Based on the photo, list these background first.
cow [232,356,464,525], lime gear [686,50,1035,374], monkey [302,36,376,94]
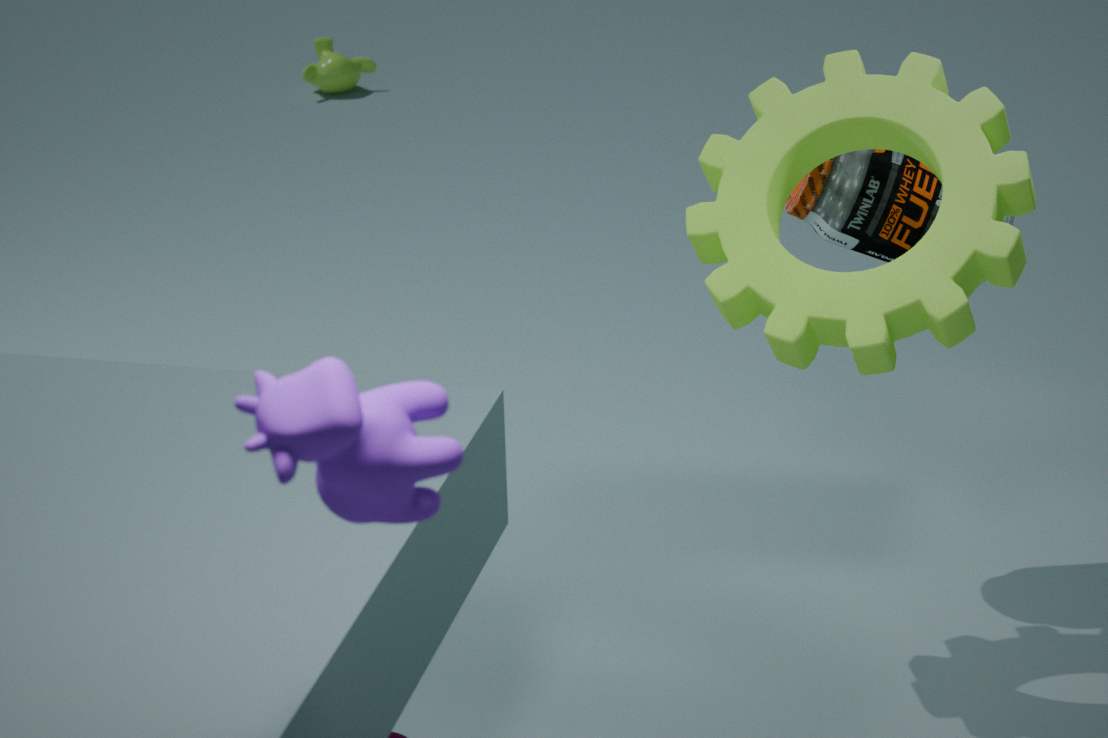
monkey [302,36,376,94]
lime gear [686,50,1035,374]
cow [232,356,464,525]
